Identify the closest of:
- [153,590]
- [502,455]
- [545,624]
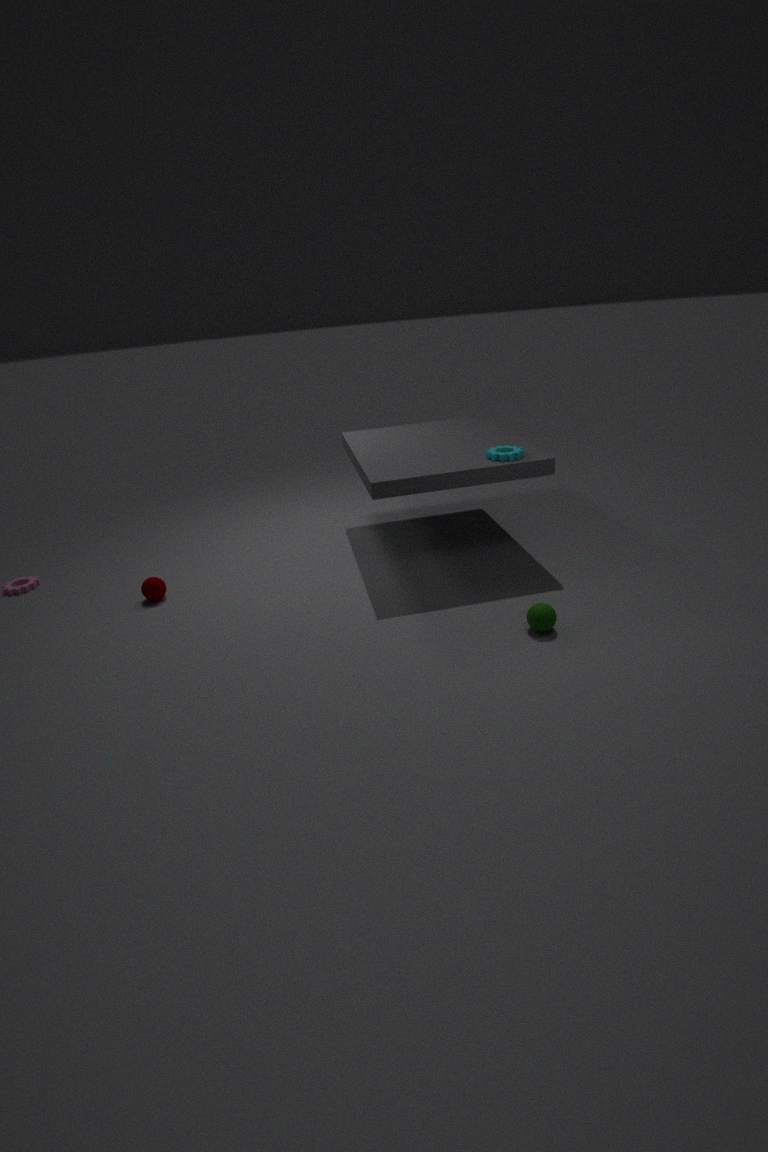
[545,624]
